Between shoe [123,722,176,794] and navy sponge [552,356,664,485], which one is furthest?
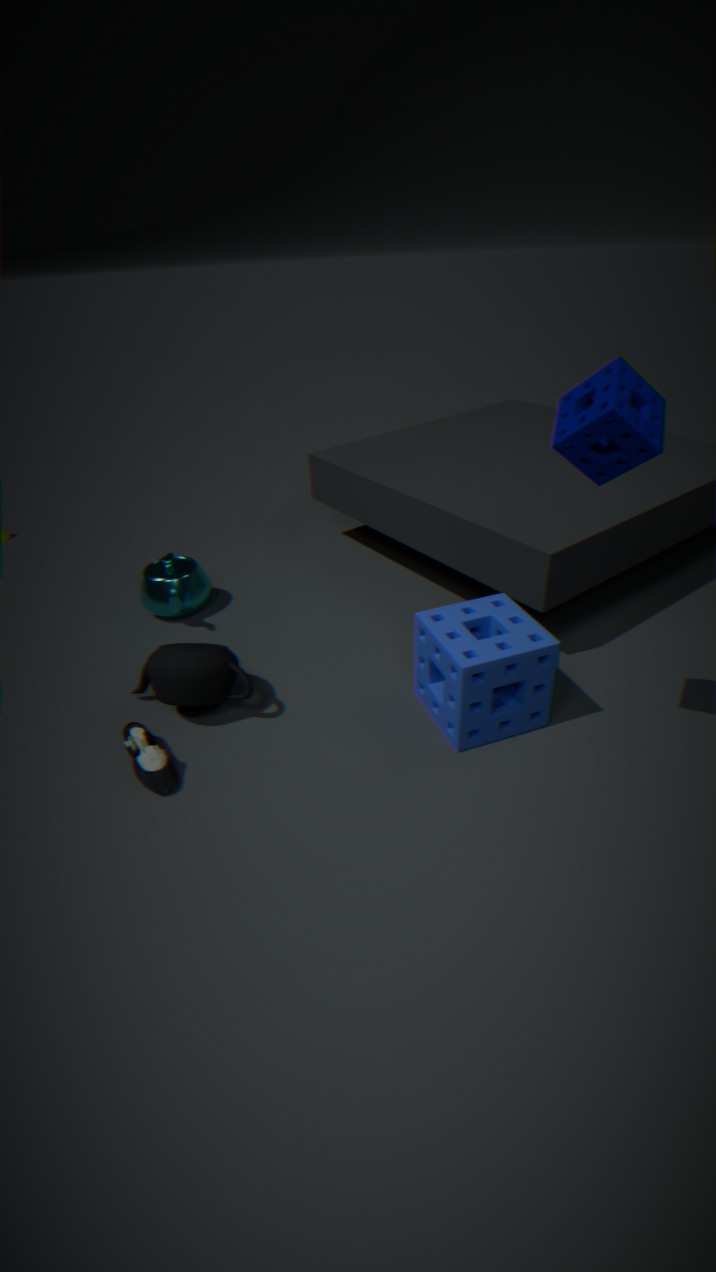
shoe [123,722,176,794]
